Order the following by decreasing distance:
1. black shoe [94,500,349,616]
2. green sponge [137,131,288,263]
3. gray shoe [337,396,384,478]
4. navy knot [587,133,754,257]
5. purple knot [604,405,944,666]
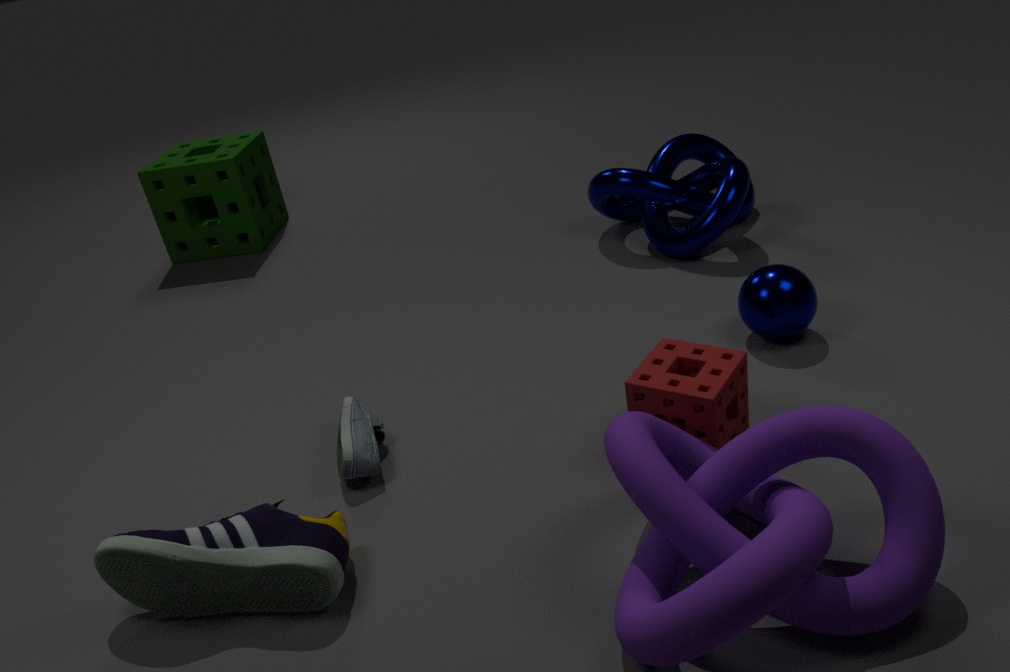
green sponge [137,131,288,263]
navy knot [587,133,754,257]
gray shoe [337,396,384,478]
black shoe [94,500,349,616]
purple knot [604,405,944,666]
